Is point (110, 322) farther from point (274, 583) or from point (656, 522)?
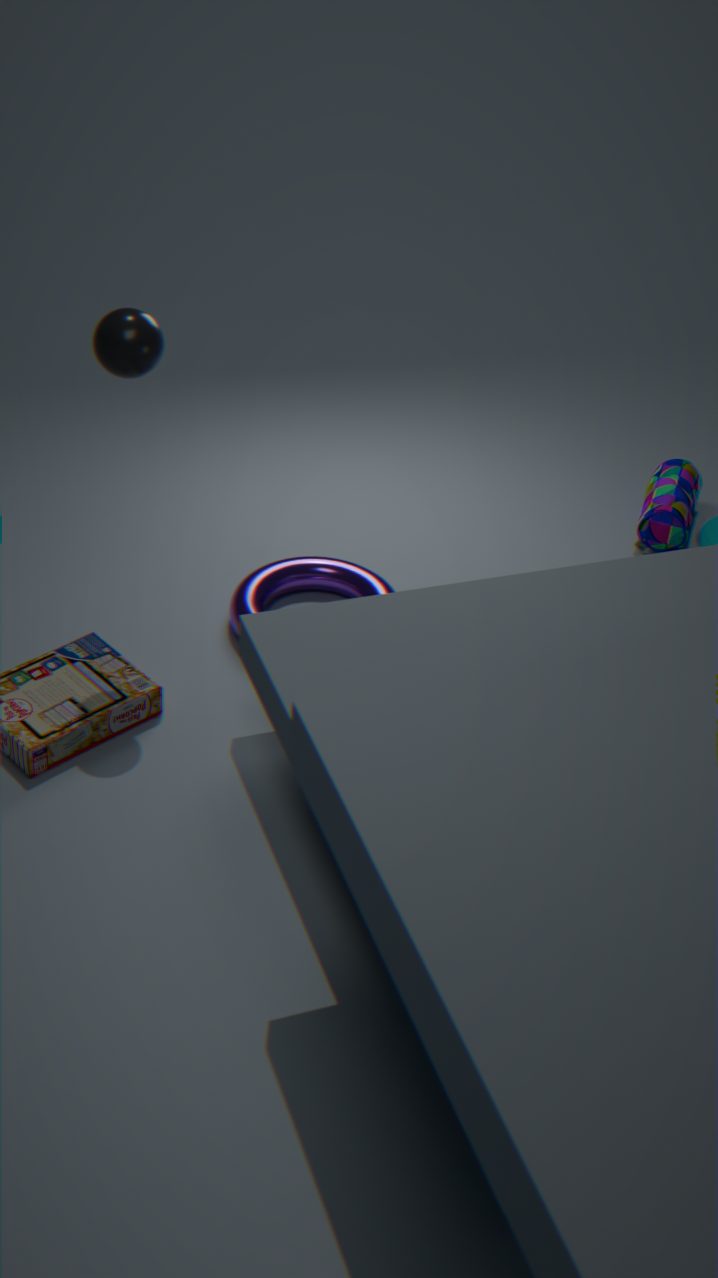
point (656, 522)
